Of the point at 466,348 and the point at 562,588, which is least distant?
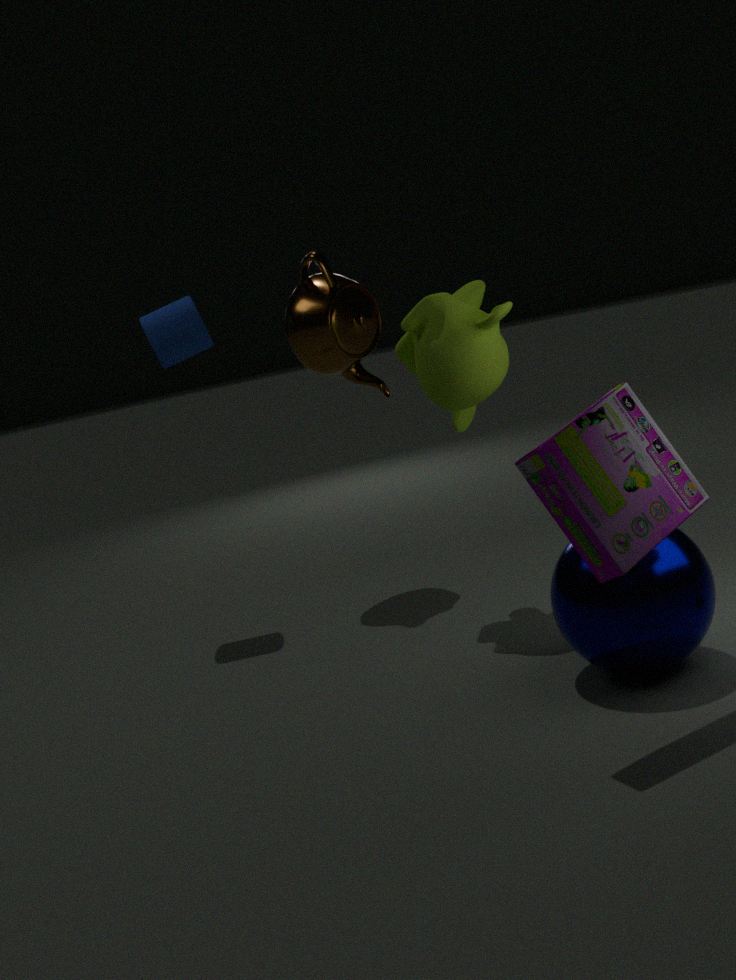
the point at 562,588
